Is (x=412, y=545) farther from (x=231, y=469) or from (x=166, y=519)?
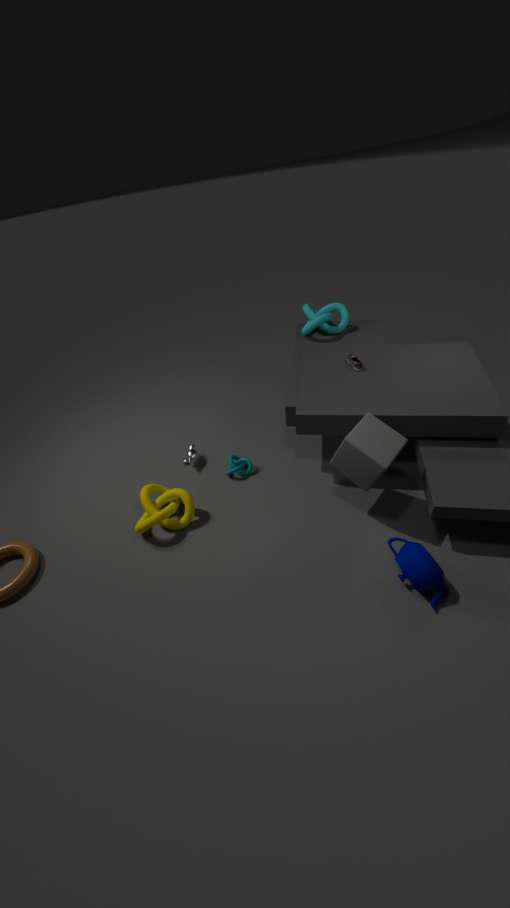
(x=166, y=519)
